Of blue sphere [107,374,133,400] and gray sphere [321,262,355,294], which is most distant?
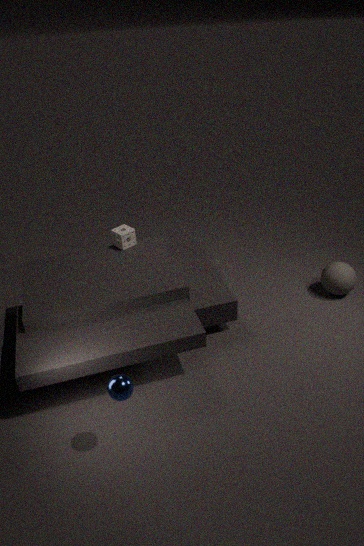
gray sphere [321,262,355,294]
